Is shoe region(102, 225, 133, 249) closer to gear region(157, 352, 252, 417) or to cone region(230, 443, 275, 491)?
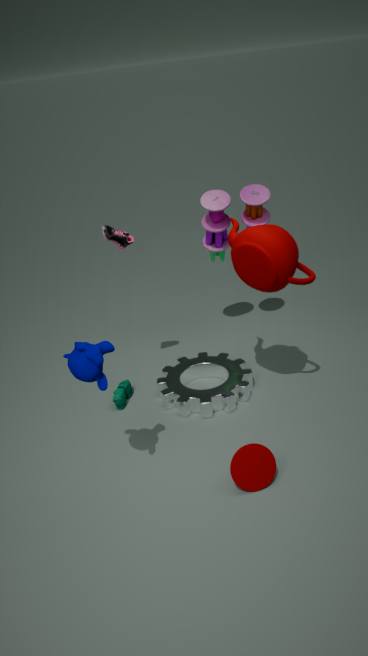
gear region(157, 352, 252, 417)
